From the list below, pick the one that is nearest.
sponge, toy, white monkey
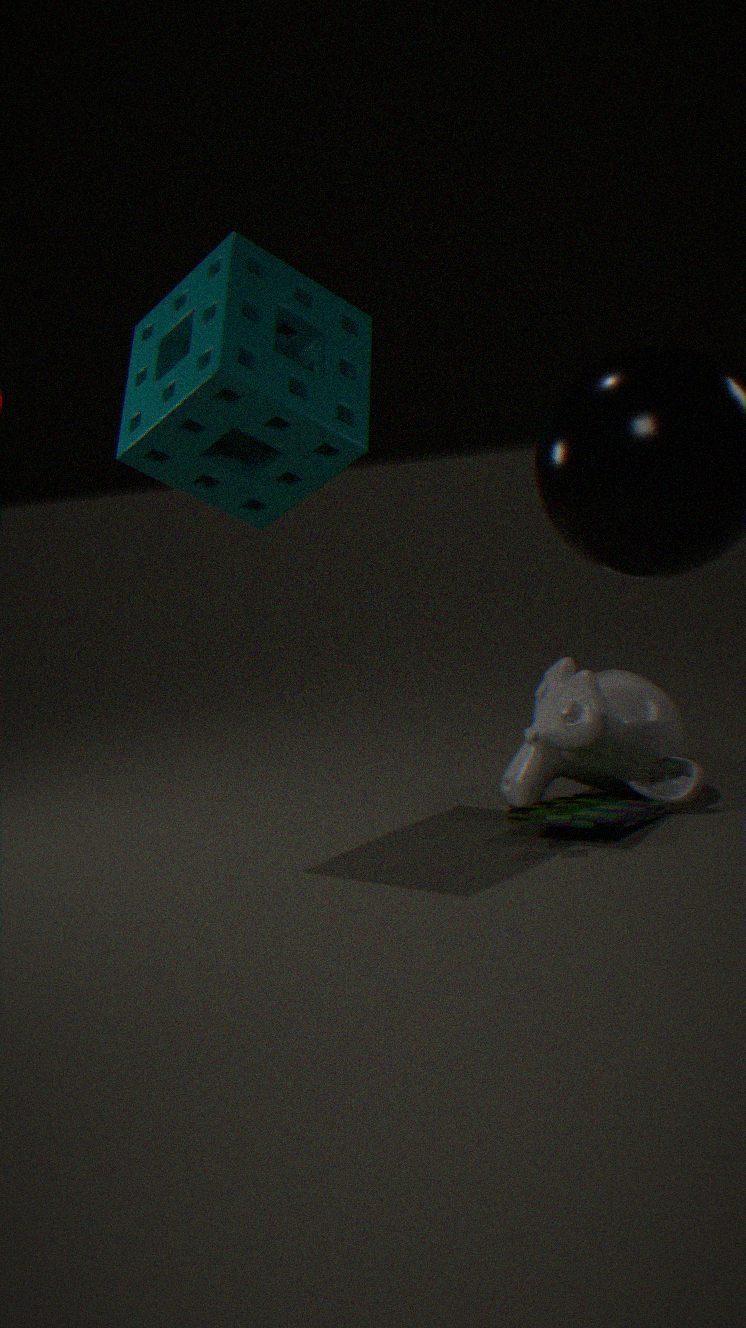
toy
